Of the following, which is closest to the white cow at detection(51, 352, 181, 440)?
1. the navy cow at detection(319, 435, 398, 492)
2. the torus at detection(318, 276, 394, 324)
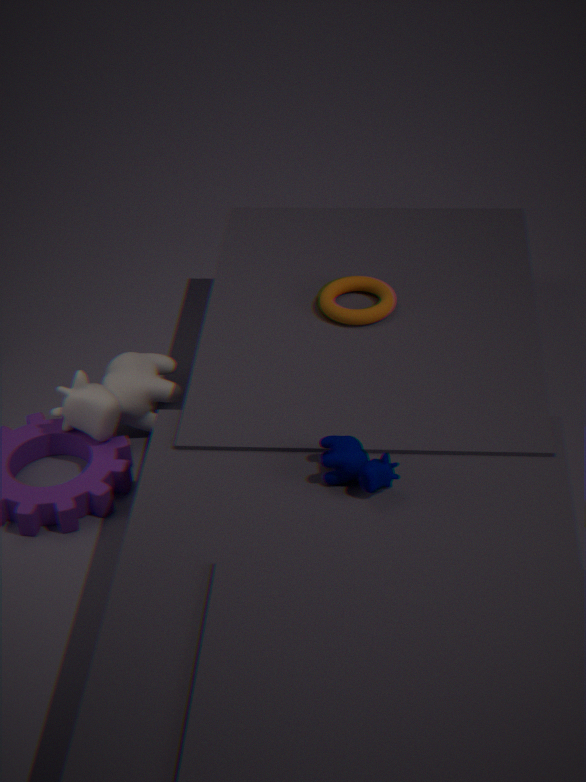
the torus at detection(318, 276, 394, 324)
